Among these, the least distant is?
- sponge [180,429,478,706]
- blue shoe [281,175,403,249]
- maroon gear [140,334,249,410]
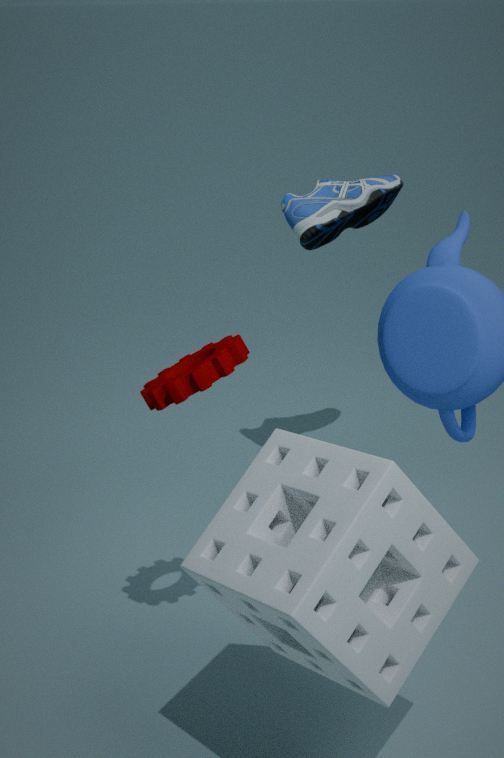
sponge [180,429,478,706]
